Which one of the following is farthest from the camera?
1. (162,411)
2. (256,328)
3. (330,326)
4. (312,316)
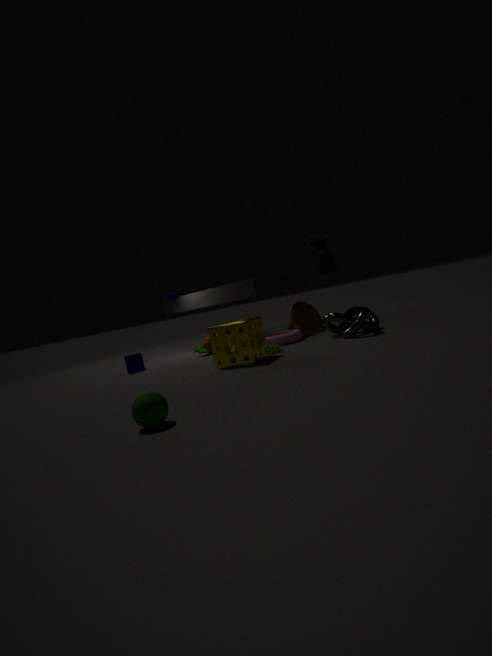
(312,316)
